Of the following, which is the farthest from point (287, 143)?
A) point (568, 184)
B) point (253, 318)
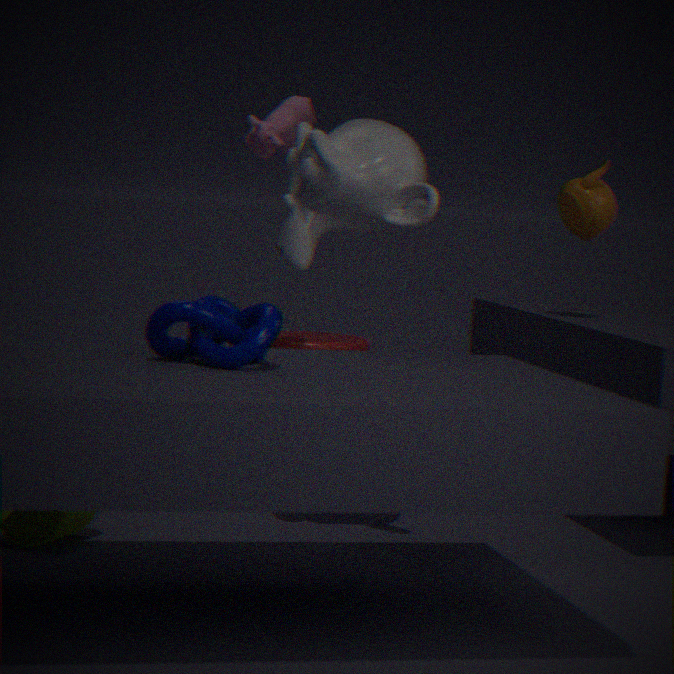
point (253, 318)
